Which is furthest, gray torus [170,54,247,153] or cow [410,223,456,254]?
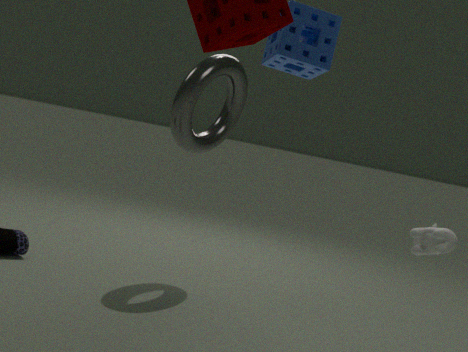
gray torus [170,54,247,153]
